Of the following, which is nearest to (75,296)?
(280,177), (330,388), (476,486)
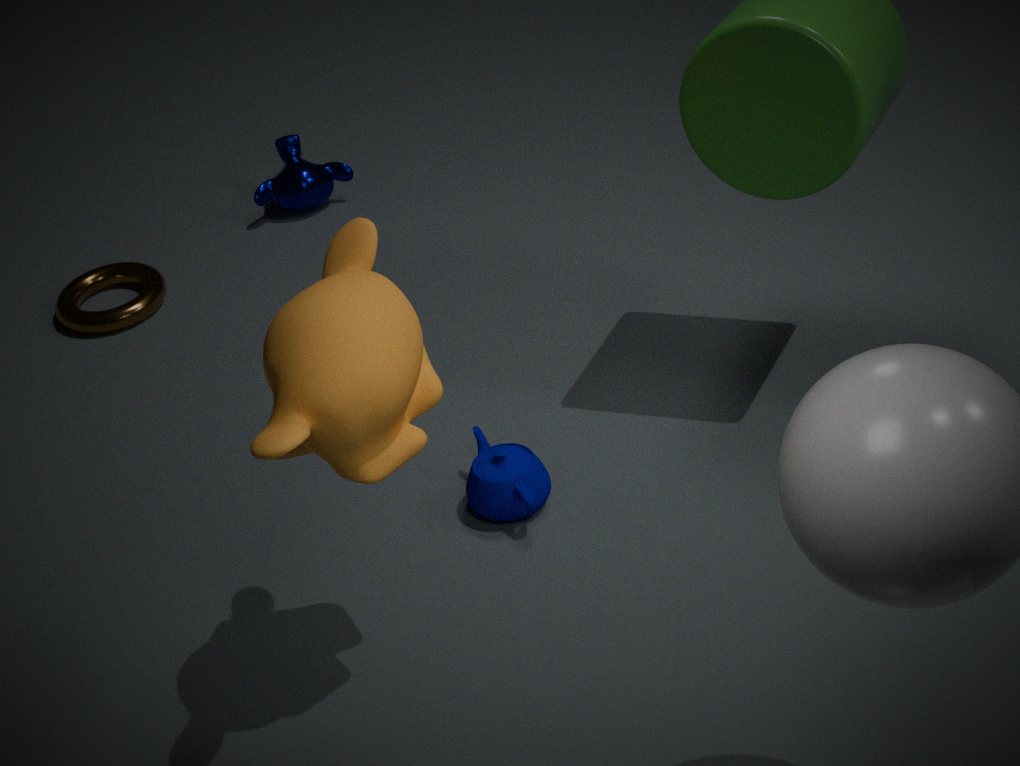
(280,177)
